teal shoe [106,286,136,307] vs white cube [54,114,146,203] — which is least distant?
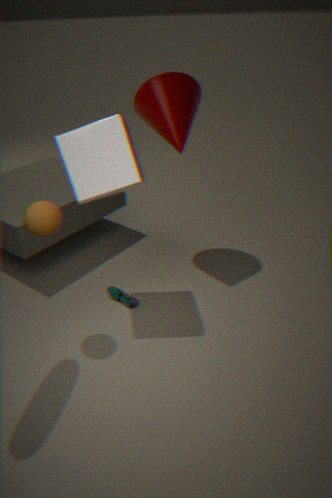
white cube [54,114,146,203]
